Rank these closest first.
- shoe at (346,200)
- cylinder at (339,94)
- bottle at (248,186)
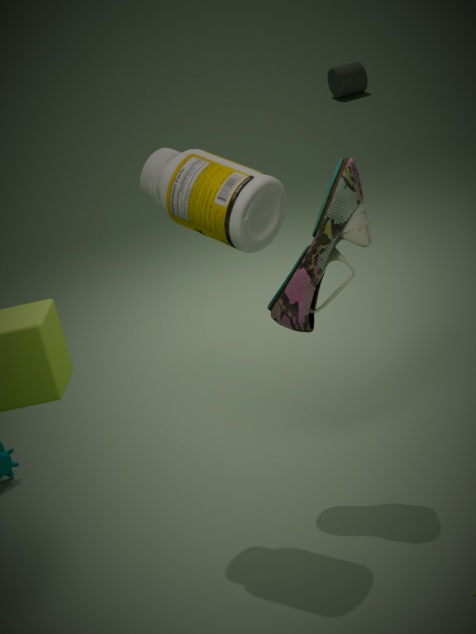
bottle at (248,186) → shoe at (346,200) → cylinder at (339,94)
